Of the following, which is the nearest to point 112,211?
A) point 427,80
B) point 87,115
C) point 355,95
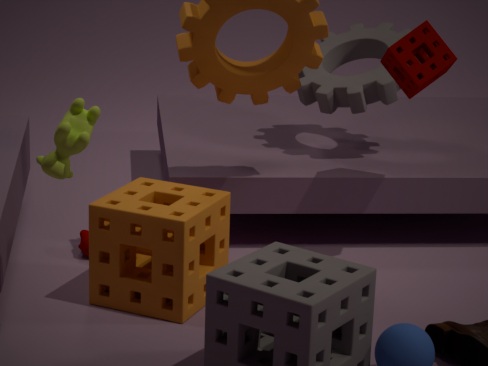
point 87,115
